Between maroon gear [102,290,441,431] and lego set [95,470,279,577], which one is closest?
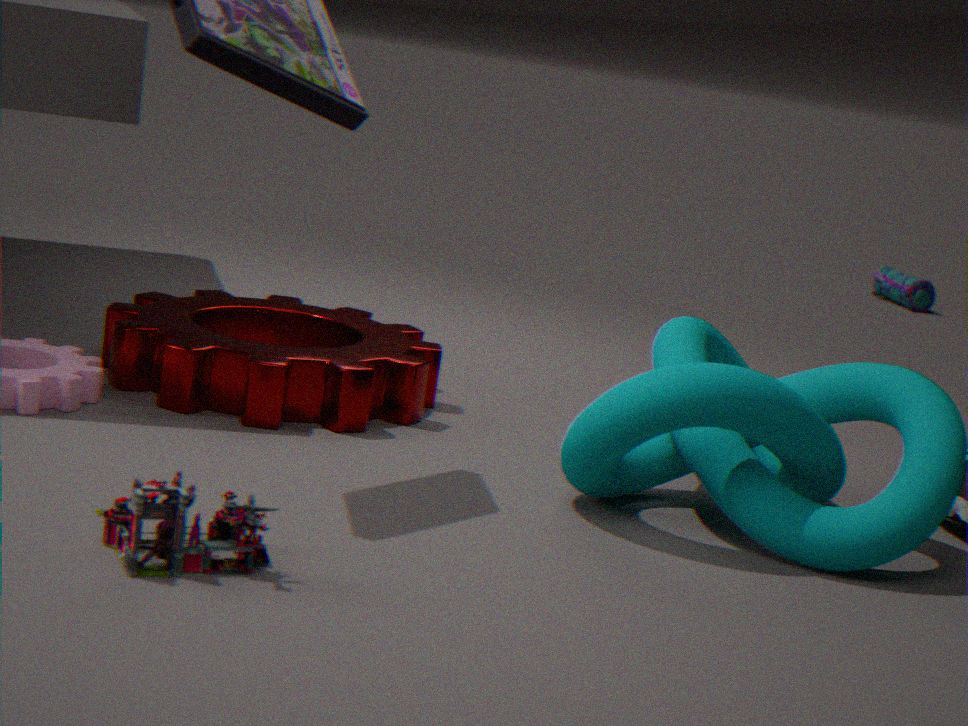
lego set [95,470,279,577]
